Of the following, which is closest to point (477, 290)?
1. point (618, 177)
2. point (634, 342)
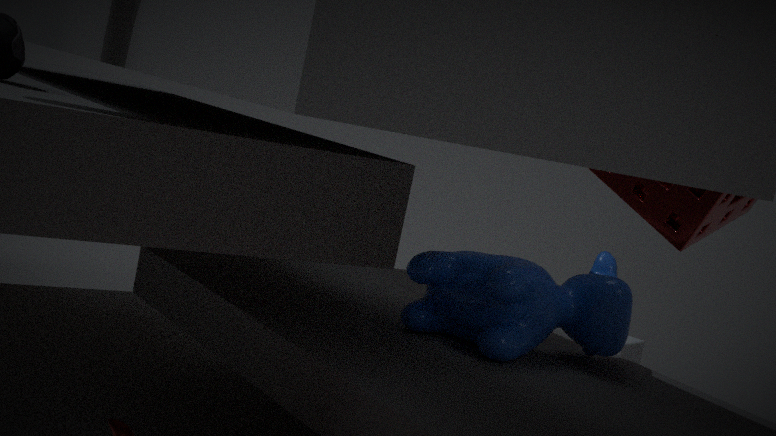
point (618, 177)
